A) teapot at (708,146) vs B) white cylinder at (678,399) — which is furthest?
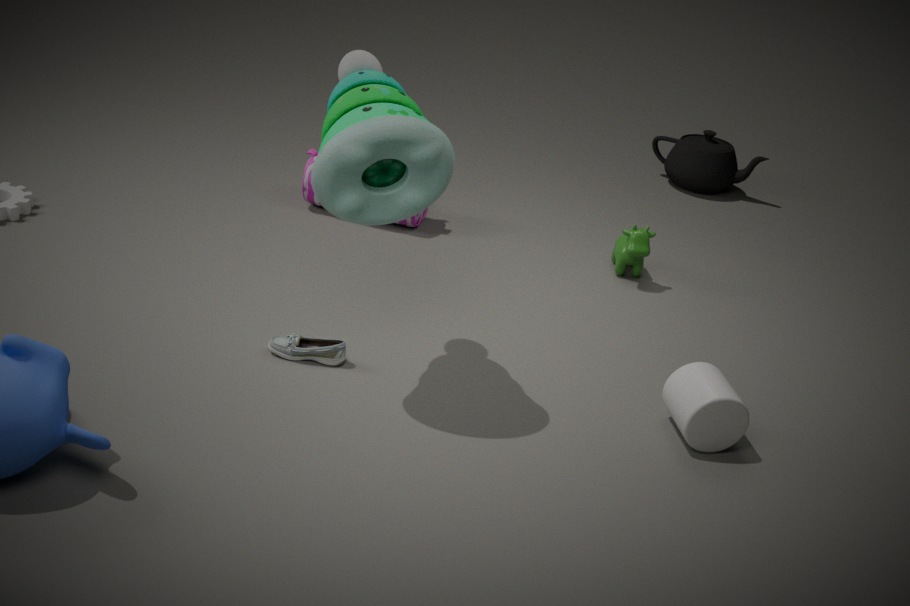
A. teapot at (708,146)
